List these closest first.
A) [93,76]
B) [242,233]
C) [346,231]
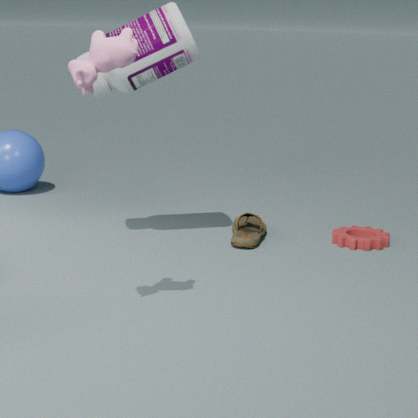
[93,76]
[242,233]
[346,231]
